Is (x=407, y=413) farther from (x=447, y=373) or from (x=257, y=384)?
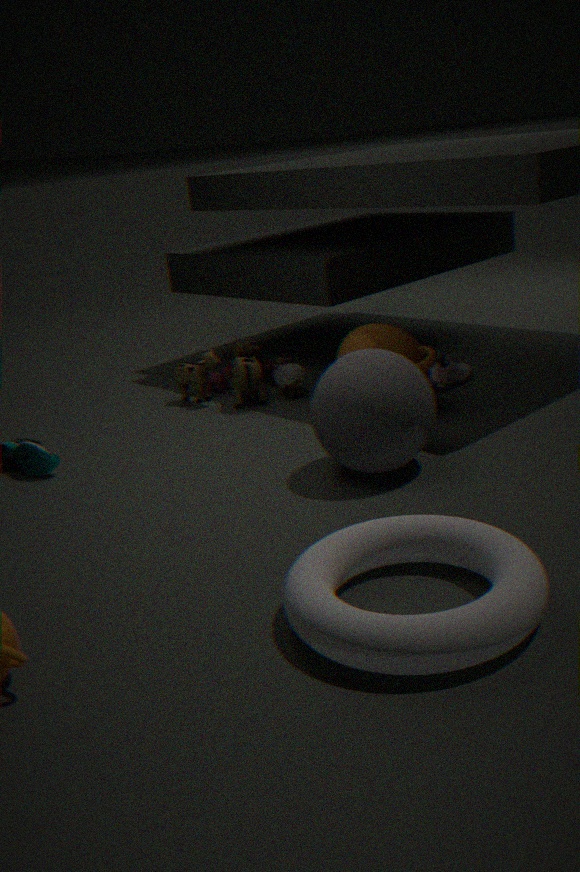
(x=257, y=384)
